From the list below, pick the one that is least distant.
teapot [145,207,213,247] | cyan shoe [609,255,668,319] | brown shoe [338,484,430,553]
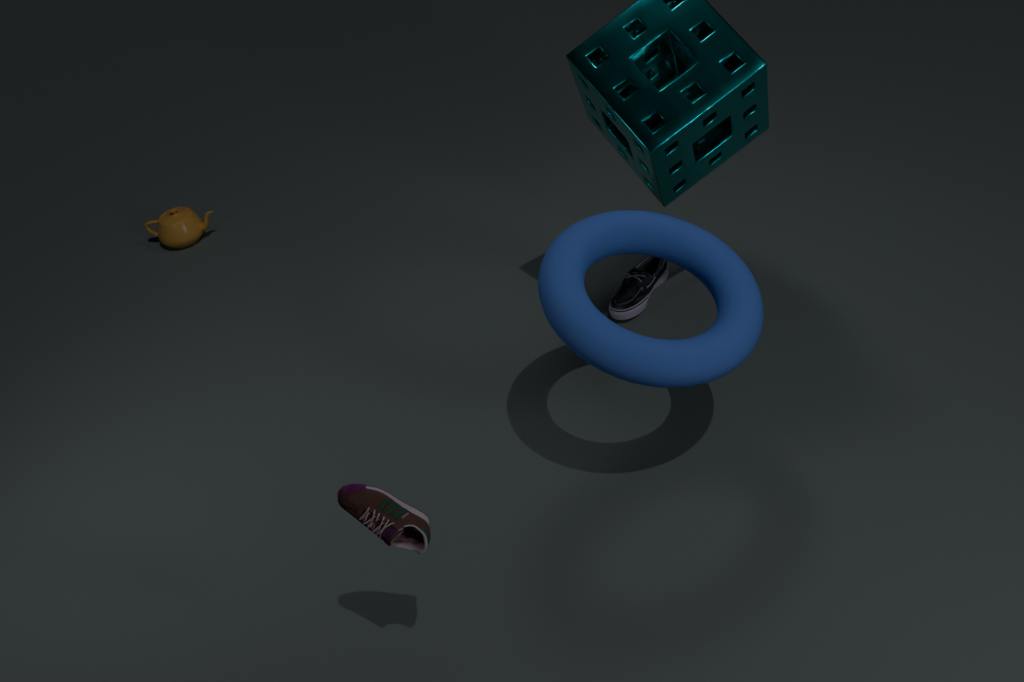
brown shoe [338,484,430,553]
